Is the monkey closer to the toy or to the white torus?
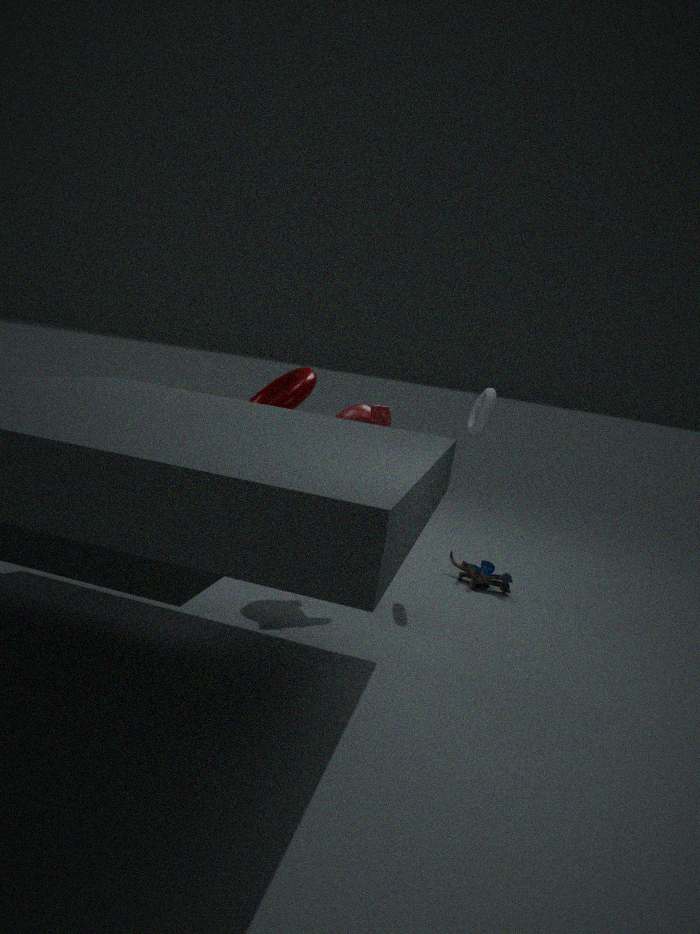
the white torus
